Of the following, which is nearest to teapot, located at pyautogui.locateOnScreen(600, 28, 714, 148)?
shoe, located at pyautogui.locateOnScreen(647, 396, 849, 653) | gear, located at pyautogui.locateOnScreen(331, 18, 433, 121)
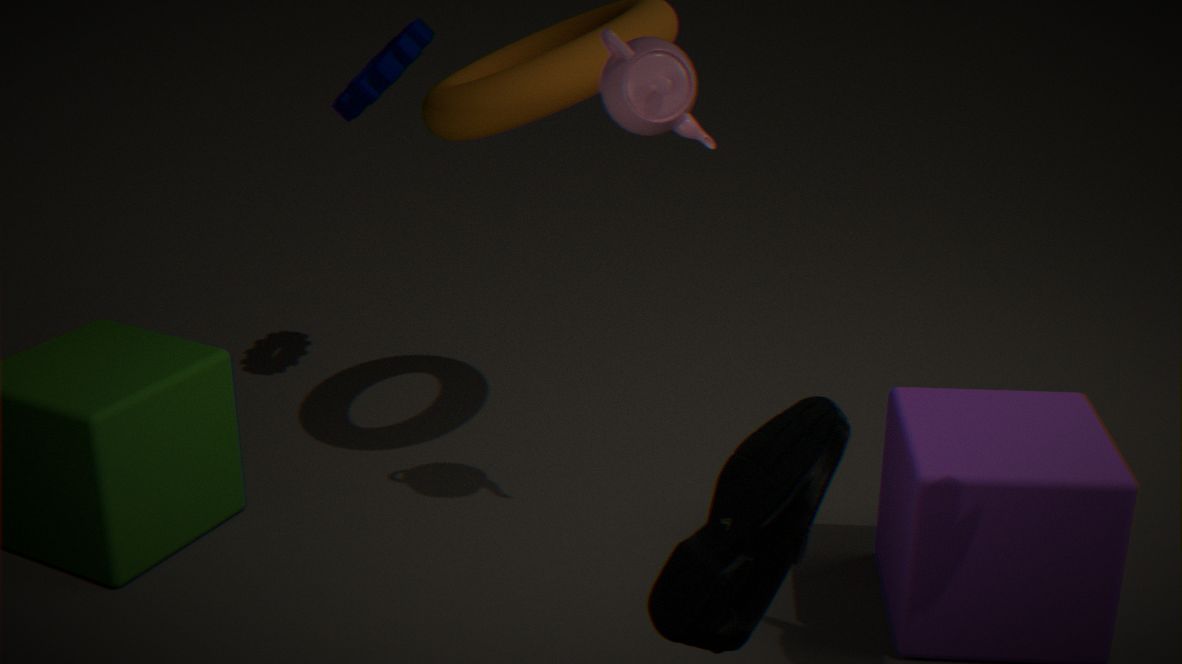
gear, located at pyautogui.locateOnScreen(331, 18, 433, 121)
